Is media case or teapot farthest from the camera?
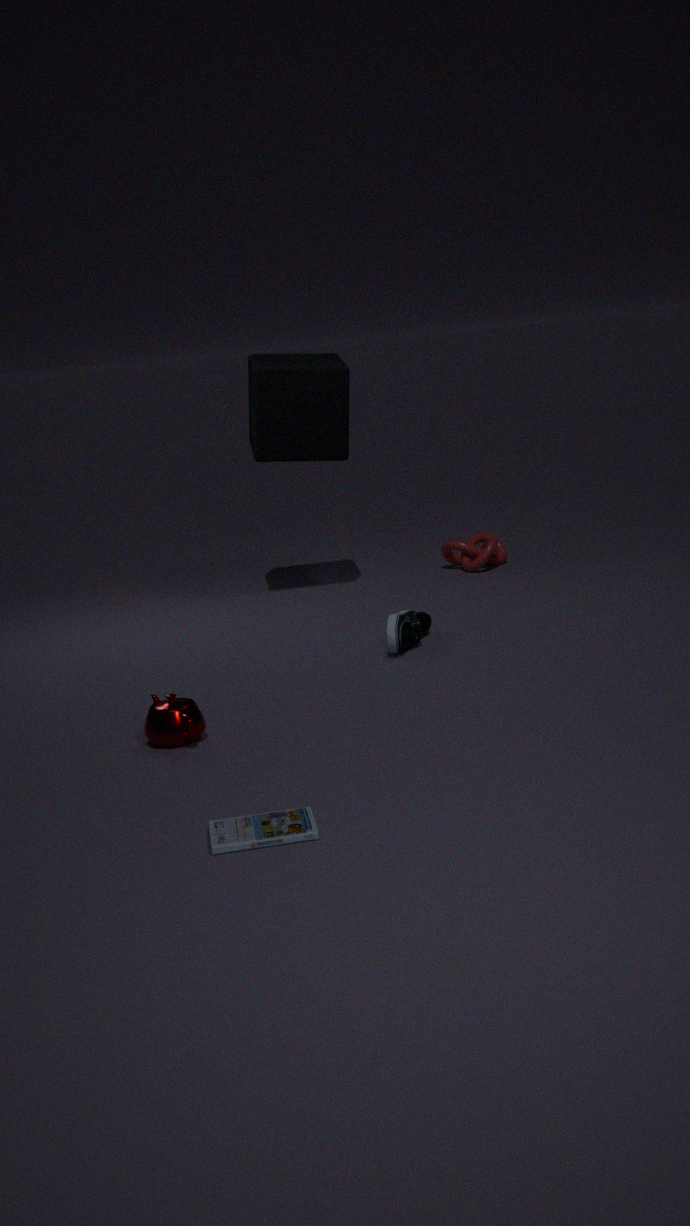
teapot
